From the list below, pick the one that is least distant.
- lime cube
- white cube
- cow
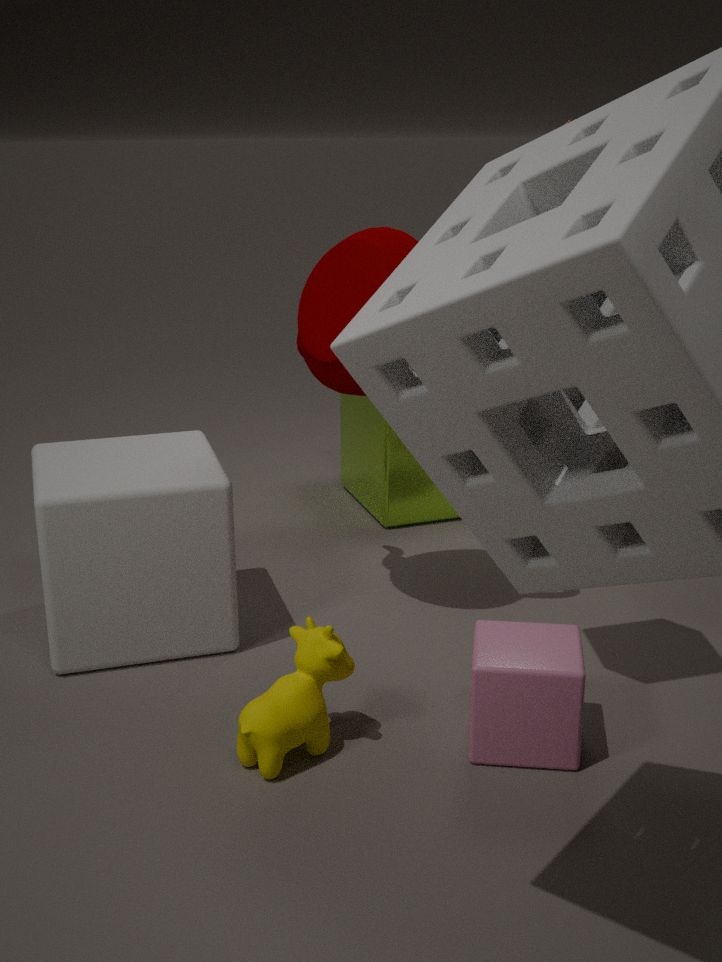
cow
